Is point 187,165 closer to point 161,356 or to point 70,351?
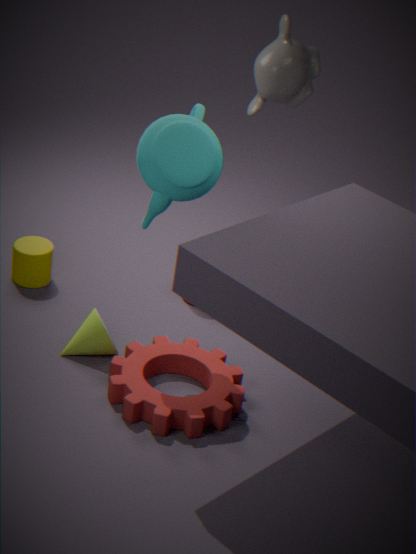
point 70,351
